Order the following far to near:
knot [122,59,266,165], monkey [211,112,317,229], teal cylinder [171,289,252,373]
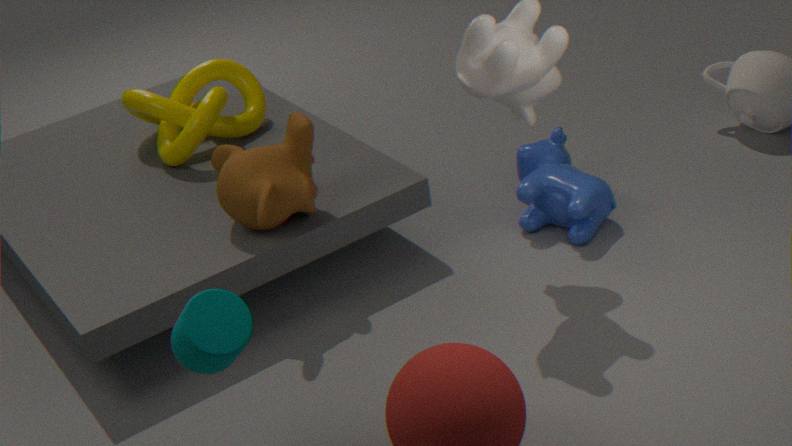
1. knot [122,59,266,165]
2. monkey [211,112,317,229]
3. teal cylinder [171,289,252,373]
